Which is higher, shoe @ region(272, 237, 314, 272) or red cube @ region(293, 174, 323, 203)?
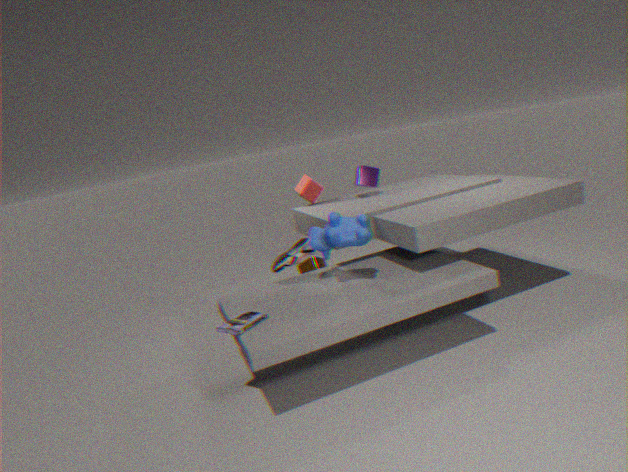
red cube @ region(293, 174, 323, 203)
